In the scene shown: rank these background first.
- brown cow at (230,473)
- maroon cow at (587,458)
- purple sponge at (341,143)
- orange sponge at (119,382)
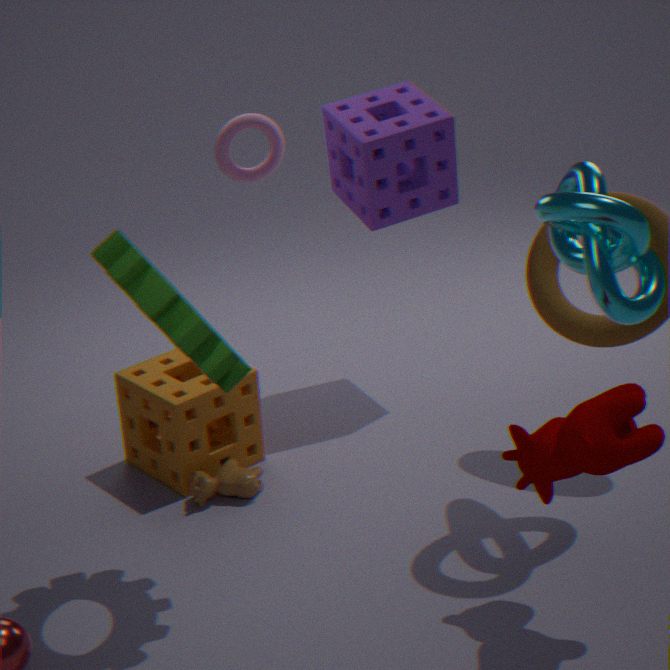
purple sponge at (341,143) → orange sponge at (119,382) → brown cow at (230,473) → maroon cow at (587,458)
